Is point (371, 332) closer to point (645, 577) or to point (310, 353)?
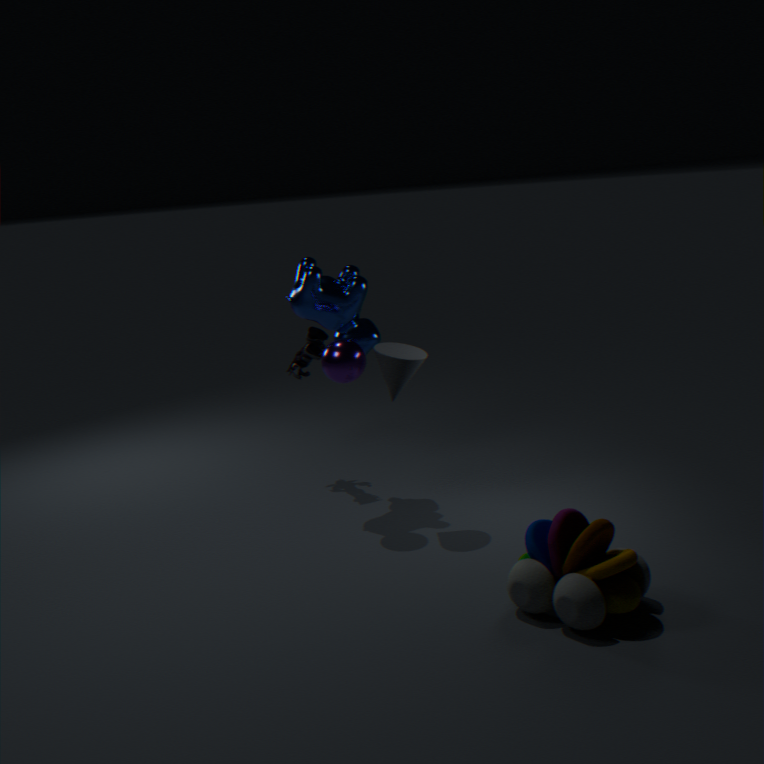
point (310, 353)
